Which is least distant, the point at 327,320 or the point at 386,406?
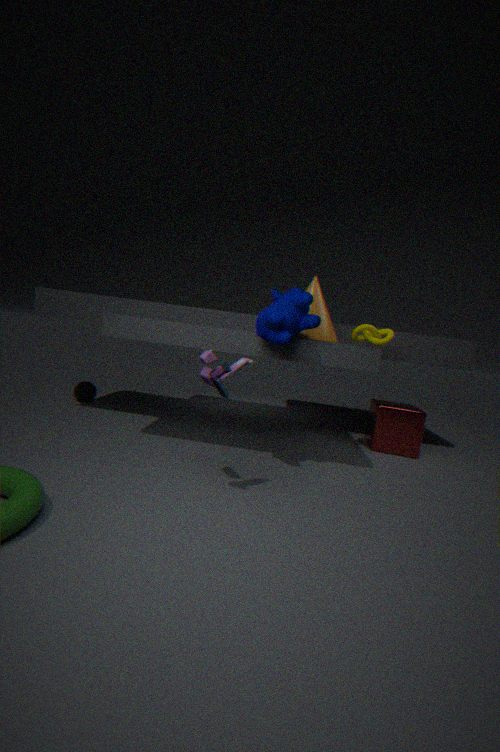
the point at 327,320
